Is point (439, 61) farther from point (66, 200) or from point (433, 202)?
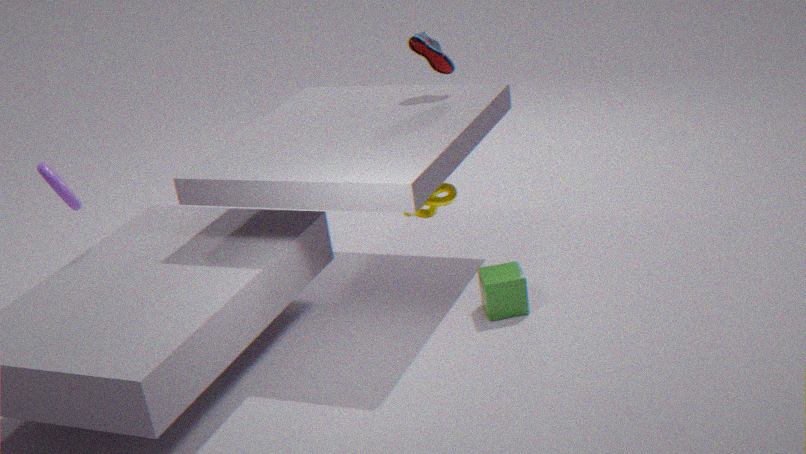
point (66, 200)
